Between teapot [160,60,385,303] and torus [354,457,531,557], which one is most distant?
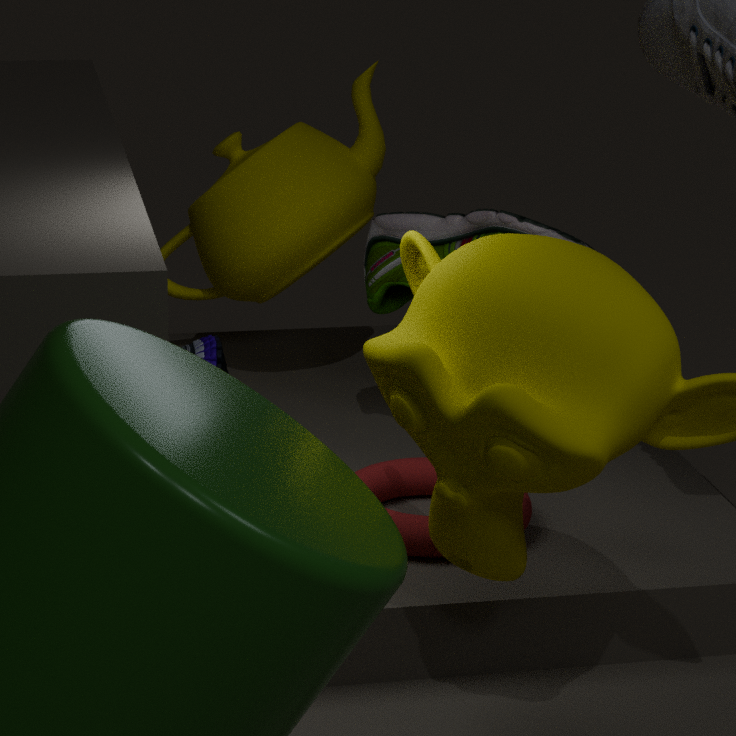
teapot [160,60,385,303]
